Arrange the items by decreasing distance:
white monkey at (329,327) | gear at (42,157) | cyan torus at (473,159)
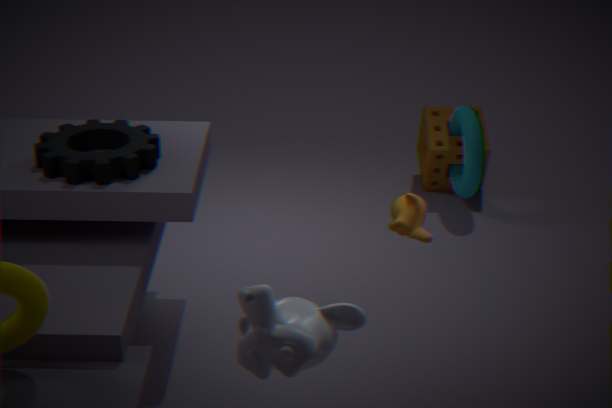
cyan torus at (473,159)
gear at (42,157)
white monkey at (329,327)
